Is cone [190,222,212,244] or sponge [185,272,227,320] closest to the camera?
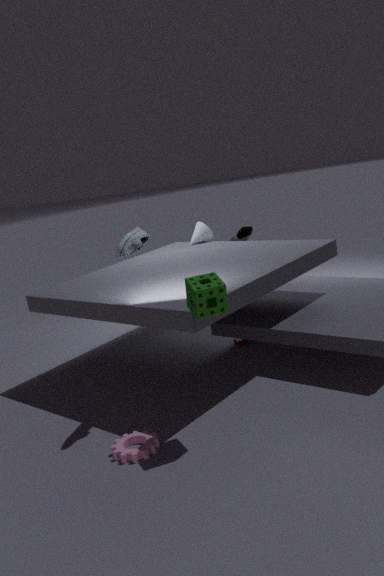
sponge [185,272,227,320]
